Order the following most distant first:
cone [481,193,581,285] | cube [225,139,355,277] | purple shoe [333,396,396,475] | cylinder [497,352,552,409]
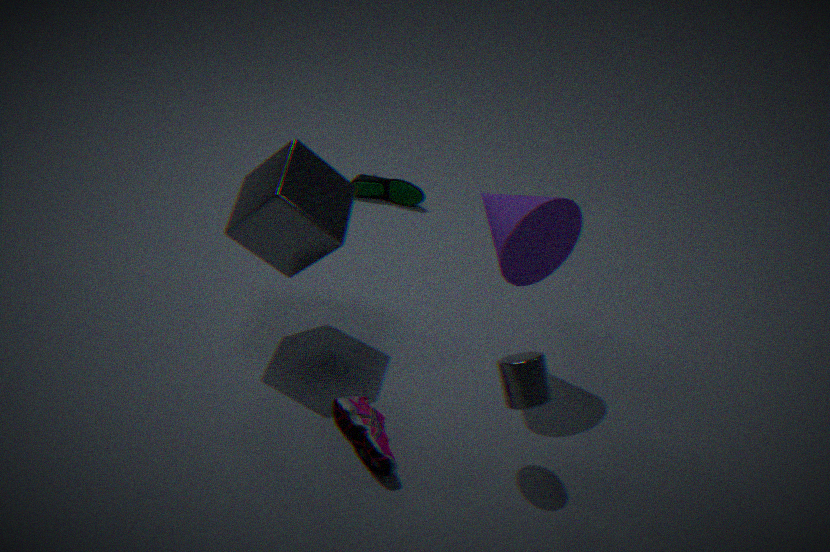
cone [481,193,581,285], cube [225,139,355,277], purple shoe [333,396,396,475], cylinder [497,352,552,409]
